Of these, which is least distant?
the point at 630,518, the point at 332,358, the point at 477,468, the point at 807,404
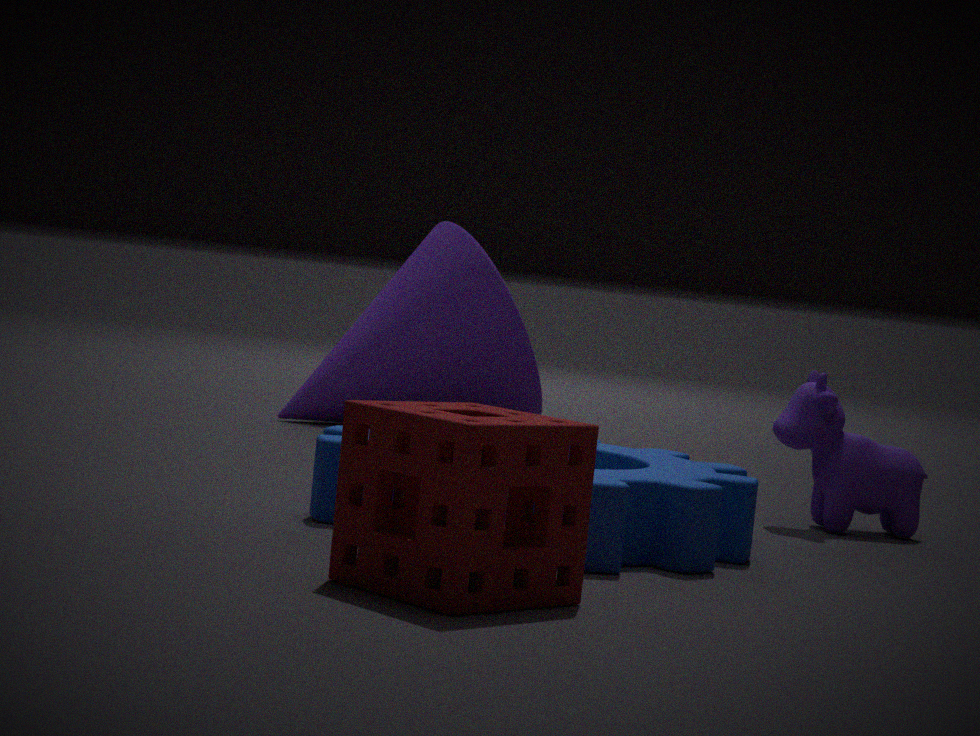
the point at 477,468
